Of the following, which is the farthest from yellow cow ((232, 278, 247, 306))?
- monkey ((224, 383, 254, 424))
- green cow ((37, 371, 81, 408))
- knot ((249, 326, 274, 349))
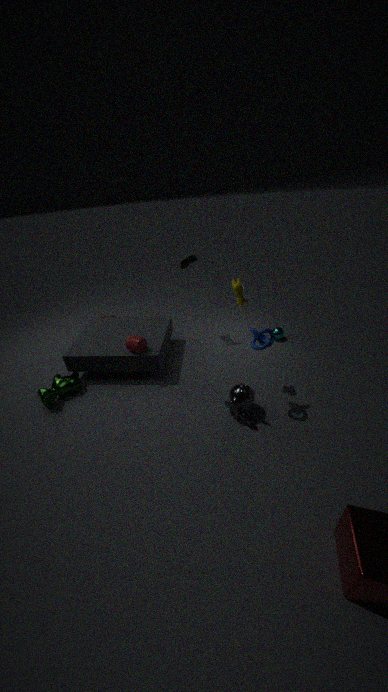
green cow ((37, 371, 81, 408))
